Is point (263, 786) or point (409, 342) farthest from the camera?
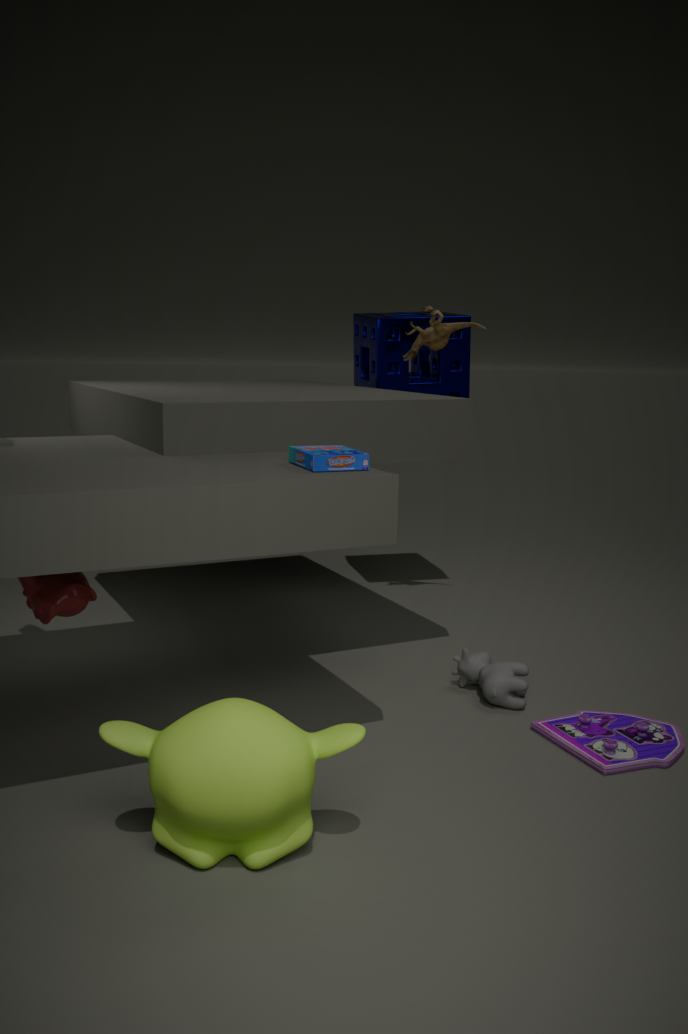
point (409, 342)
